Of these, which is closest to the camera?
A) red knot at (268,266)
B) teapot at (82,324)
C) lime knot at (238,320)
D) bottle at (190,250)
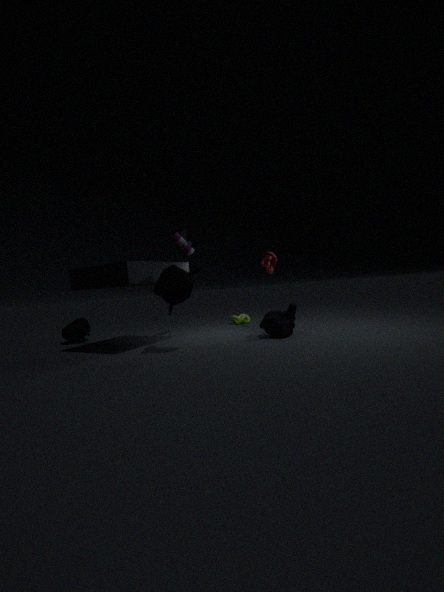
bottle at (190,250)
